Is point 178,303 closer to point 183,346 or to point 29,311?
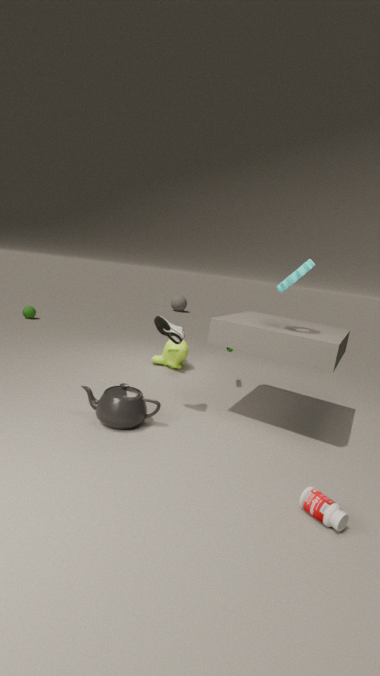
point 29,311
